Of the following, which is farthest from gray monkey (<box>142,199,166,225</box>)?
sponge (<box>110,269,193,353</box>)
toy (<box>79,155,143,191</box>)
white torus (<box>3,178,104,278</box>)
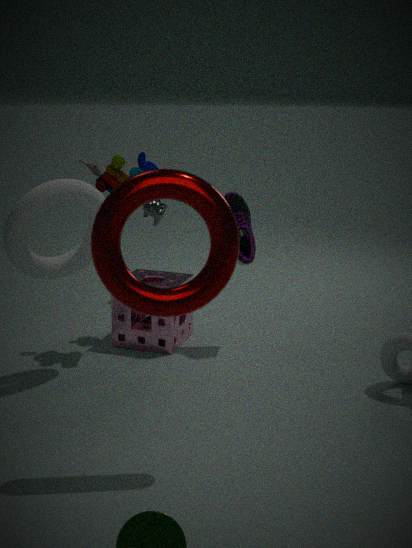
white torus (<box>3,178,104,278</box>)
